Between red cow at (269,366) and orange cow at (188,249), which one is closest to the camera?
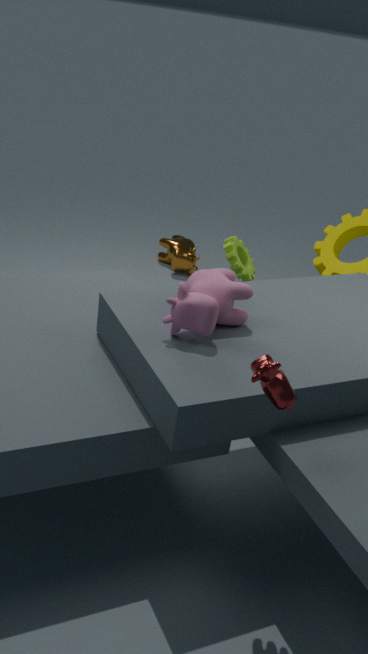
red cow at (269,366)
